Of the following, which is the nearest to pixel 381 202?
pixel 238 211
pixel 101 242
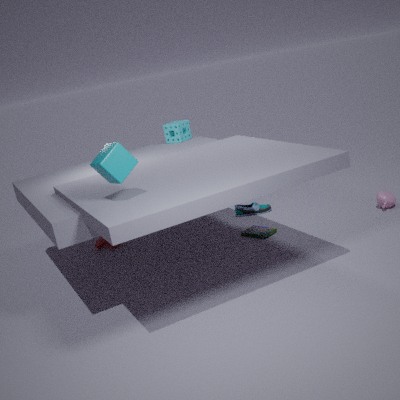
pixel 238 211
